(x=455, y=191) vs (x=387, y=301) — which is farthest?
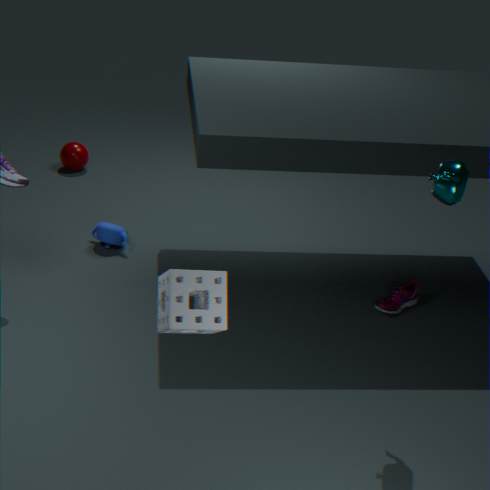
(x=387, y=301)
